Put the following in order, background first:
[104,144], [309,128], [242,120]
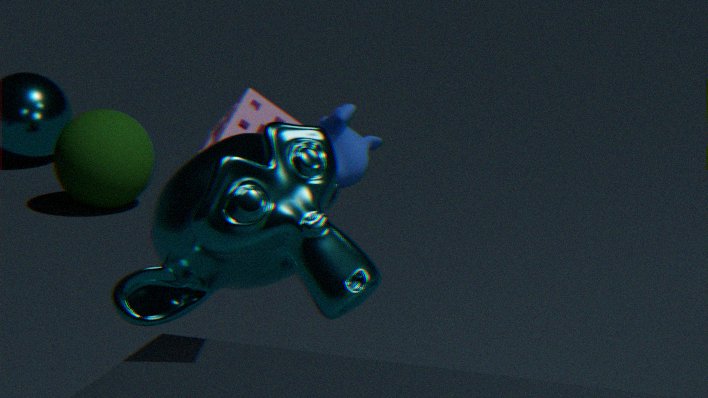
[104,144] < [242,120] < [309,128]
